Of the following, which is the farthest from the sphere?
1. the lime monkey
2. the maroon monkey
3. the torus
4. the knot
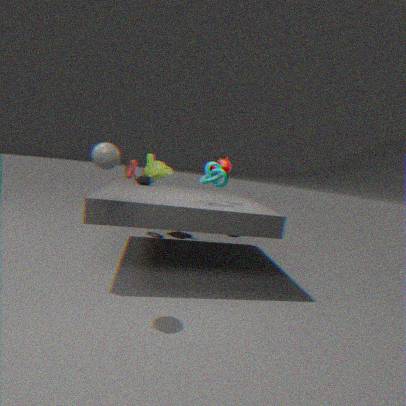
the lime monkey
